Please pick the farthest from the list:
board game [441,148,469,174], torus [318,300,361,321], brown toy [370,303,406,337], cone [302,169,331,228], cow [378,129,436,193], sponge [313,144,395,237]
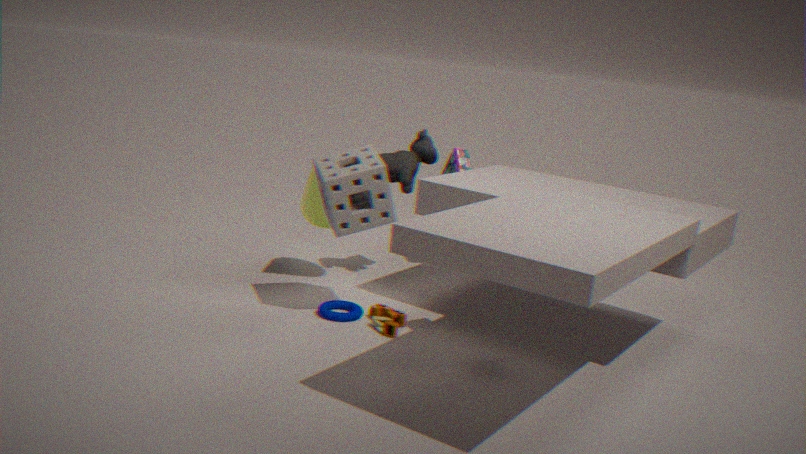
board game [441,148,469,174]
